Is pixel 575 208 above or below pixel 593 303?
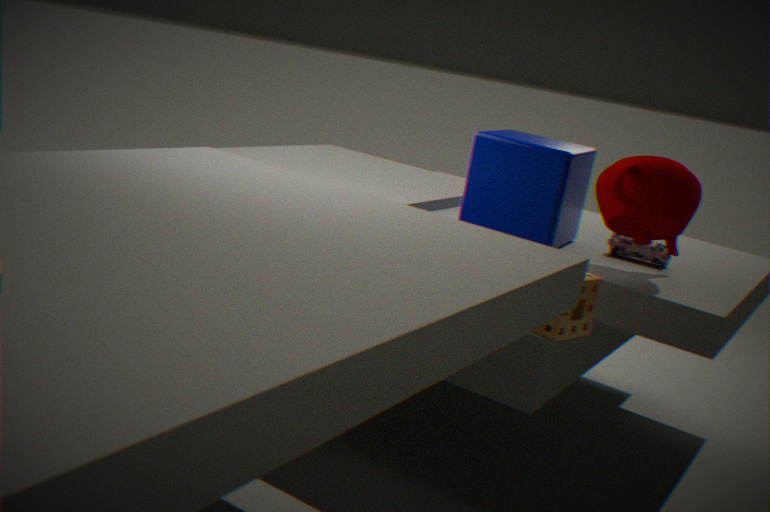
above
